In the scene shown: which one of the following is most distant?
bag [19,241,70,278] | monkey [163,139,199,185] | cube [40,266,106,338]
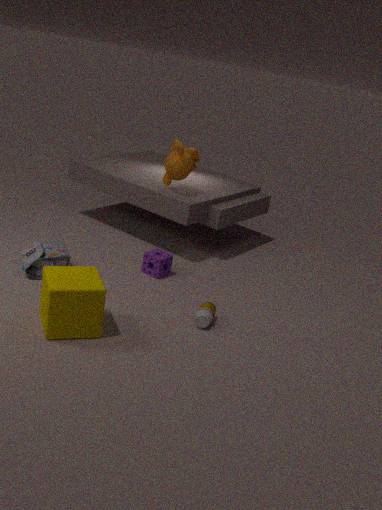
A: monkey [163,139,199,185]
